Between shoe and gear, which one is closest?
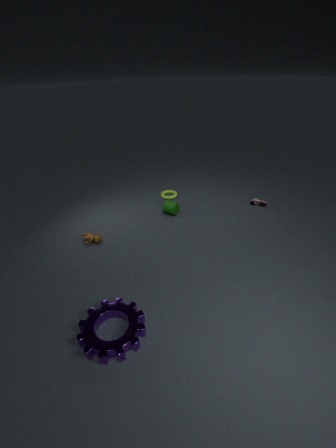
gear
